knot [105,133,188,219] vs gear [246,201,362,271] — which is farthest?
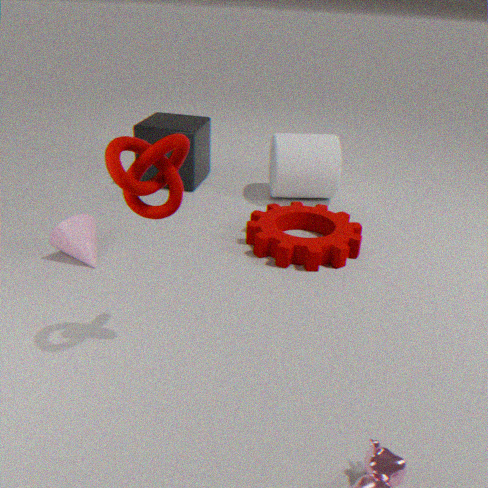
gear [246,201,362,271]
